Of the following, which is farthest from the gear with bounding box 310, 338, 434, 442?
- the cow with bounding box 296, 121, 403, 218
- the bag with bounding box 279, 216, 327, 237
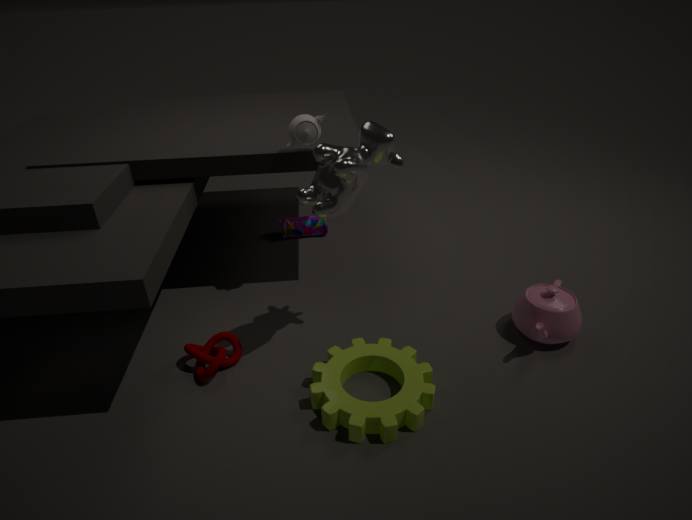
the bag with bounding box 279, 216, 327, 237
